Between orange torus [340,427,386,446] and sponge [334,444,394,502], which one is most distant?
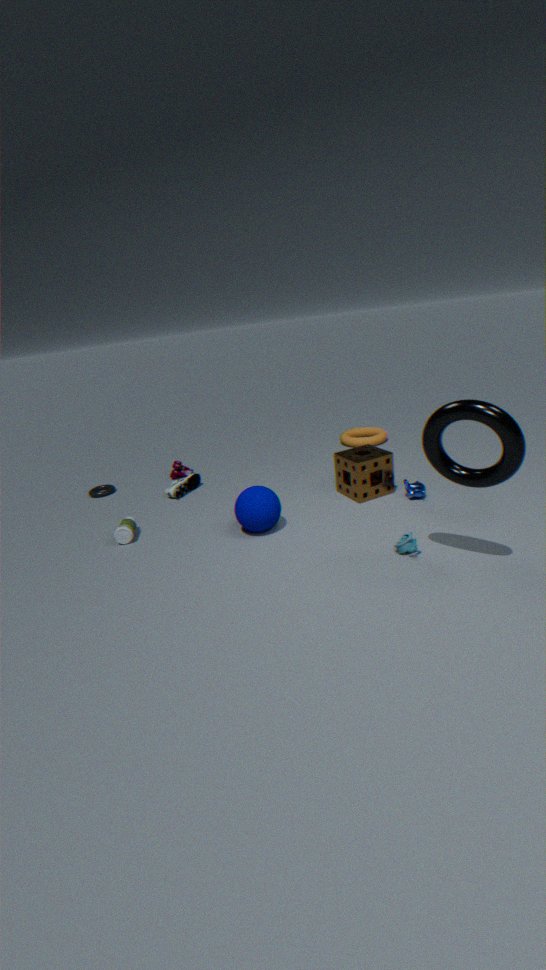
orange torus [340,427,386,446]
